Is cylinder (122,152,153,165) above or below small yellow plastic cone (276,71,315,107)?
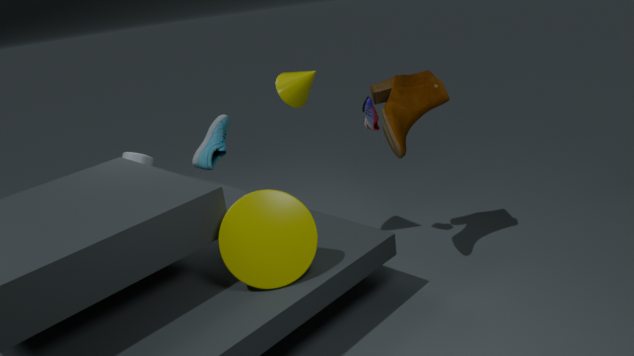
below
